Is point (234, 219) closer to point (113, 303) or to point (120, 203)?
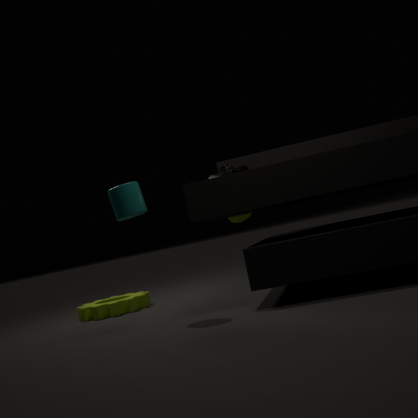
point (113, 303)
